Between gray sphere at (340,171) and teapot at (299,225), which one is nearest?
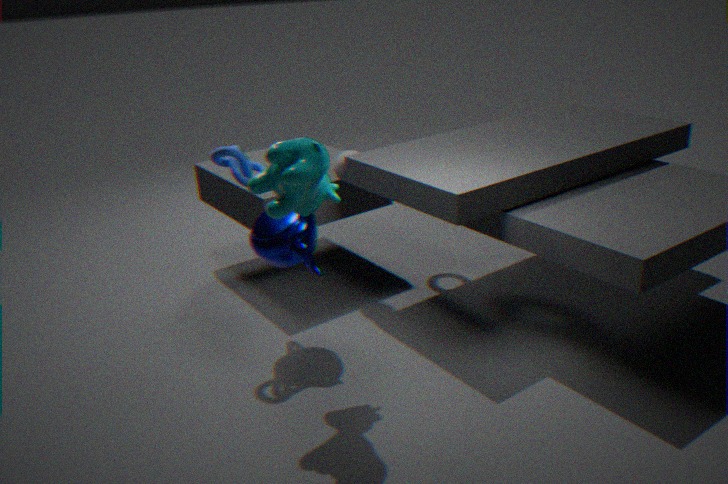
teapot at (299,225)
